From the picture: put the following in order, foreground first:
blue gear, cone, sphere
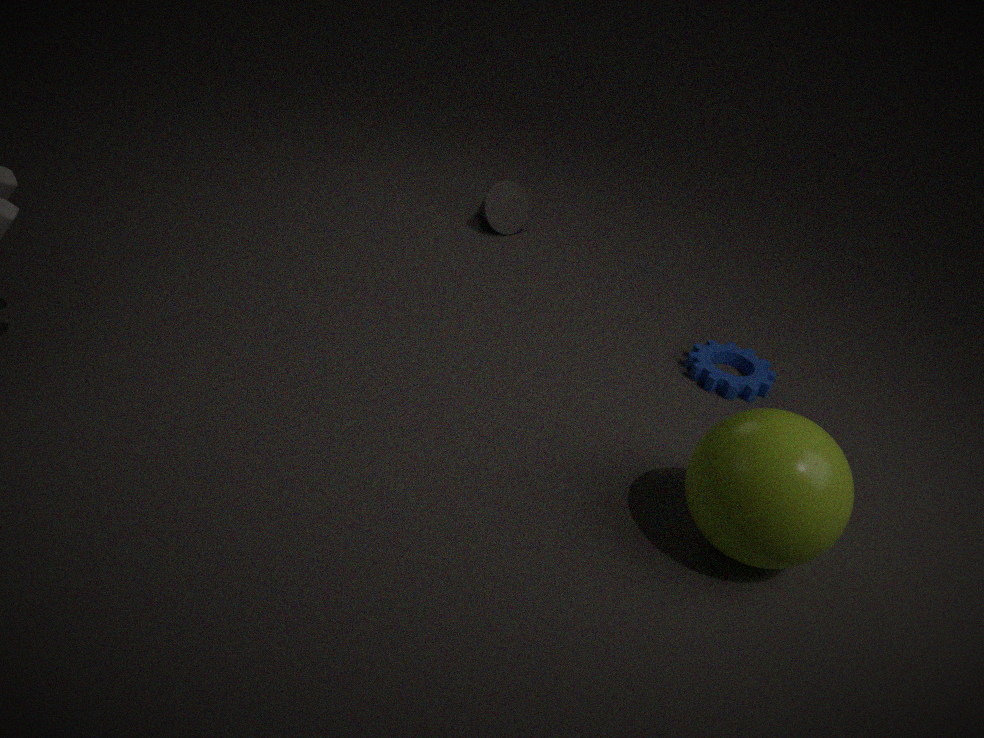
sphere
blue gear
cone
